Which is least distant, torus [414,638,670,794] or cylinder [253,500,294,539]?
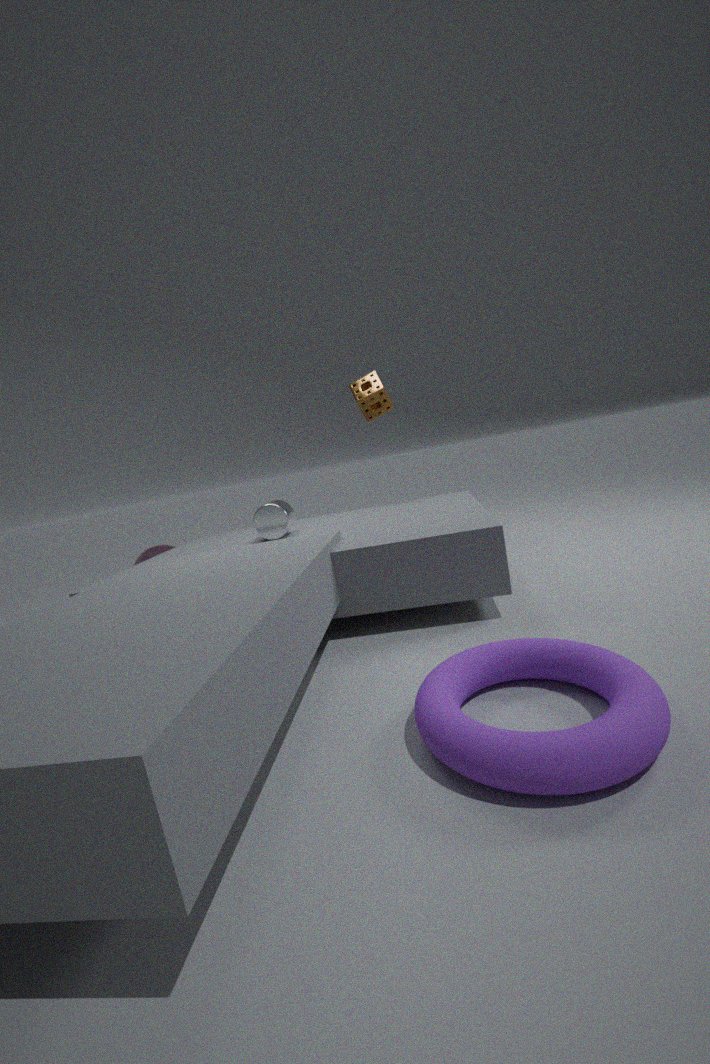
torus [414,638,670,794]
